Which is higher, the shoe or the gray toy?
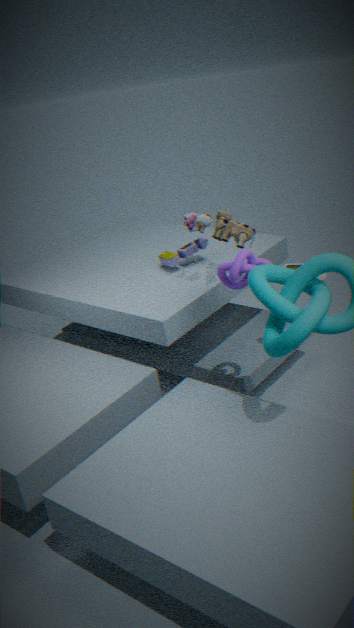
the gray toy
